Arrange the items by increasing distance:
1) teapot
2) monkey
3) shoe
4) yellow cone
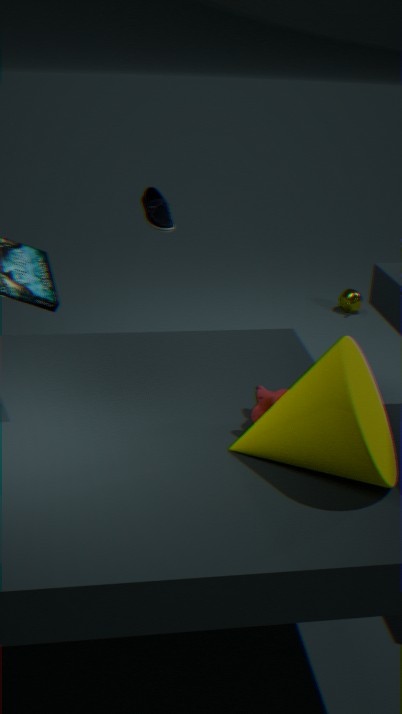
1. 4. yellow cone
2. 2. monkey
3. 3. shoe
4. 1. teapot
